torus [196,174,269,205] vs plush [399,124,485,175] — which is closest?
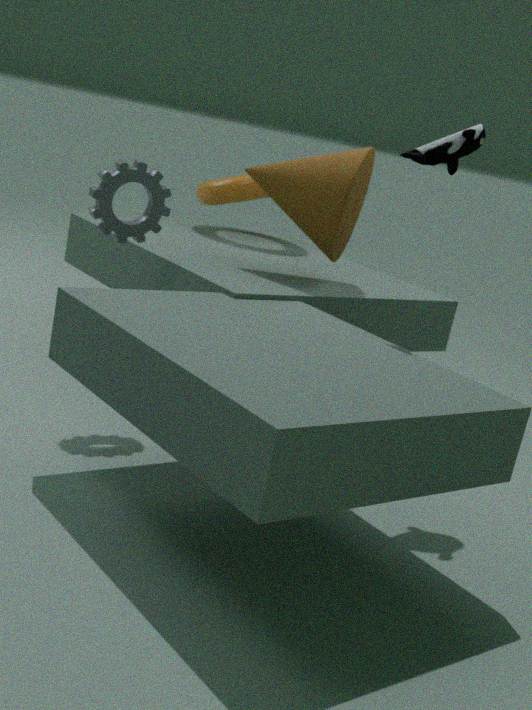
plush [399,124,485,175]
